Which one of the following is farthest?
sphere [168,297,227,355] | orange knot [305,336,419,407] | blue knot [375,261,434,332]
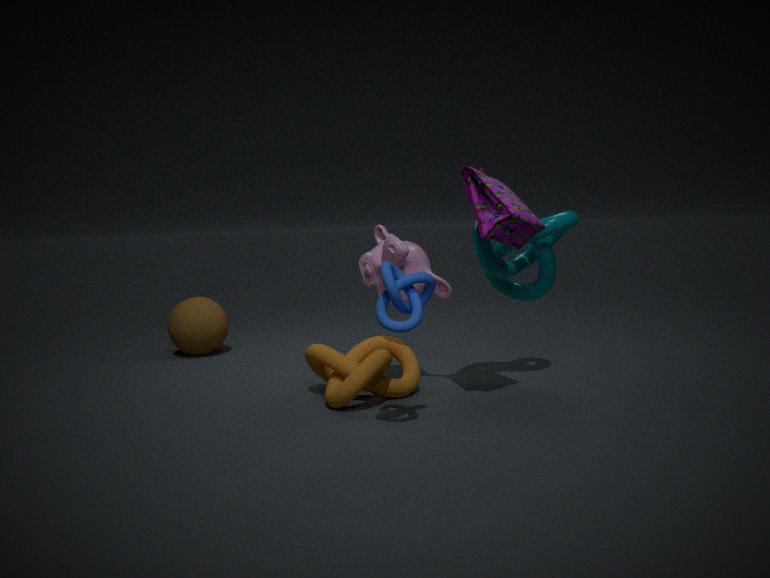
sphere [168,297,227,355]
